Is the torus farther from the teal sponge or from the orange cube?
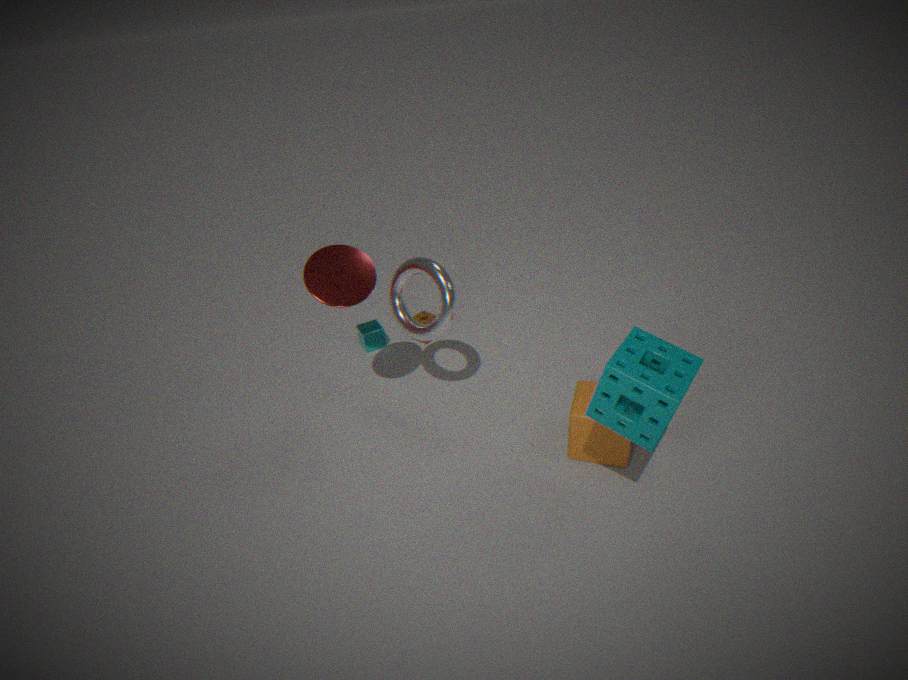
the teal sponge
